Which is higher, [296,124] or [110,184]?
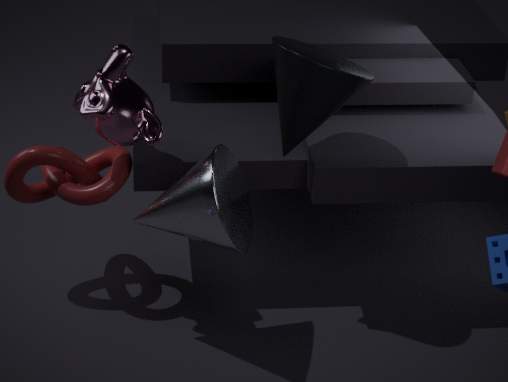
[296,124]
